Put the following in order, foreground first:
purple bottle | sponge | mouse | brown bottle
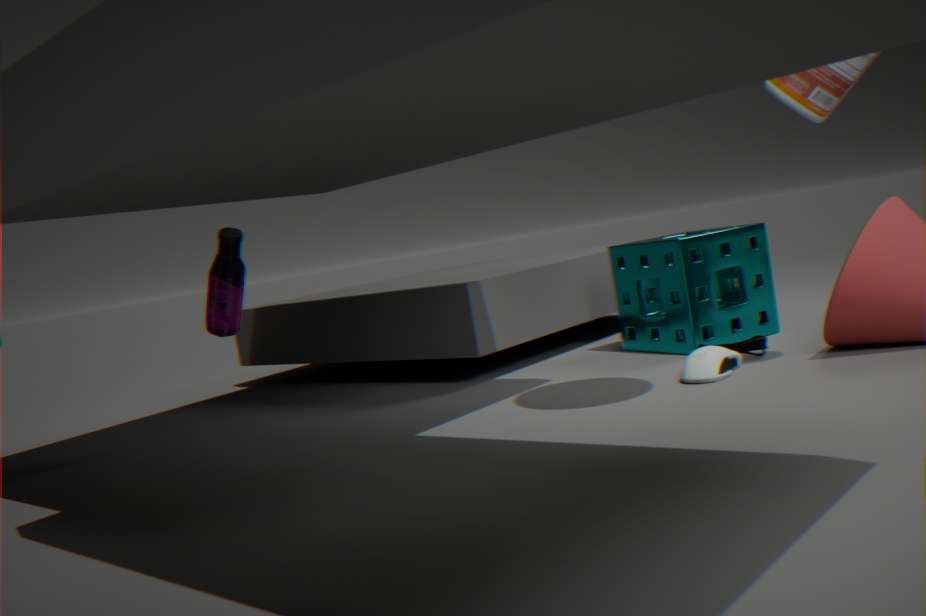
brown bottle
mouse
purple bottle
sponge
